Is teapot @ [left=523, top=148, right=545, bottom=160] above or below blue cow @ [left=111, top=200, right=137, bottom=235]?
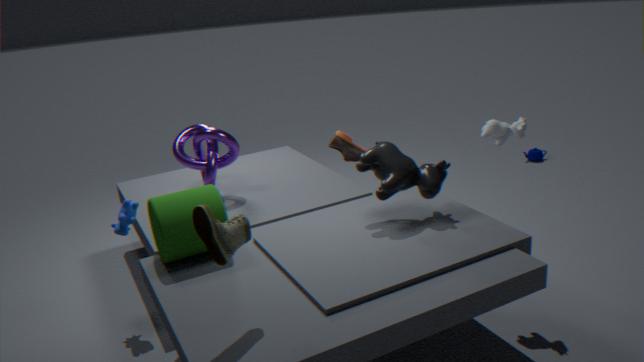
below
